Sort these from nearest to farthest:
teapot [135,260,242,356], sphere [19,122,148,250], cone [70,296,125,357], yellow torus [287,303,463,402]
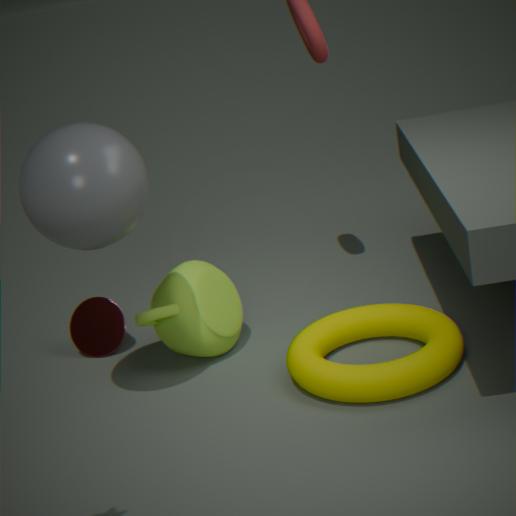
sphere [19,122,148,250], yellow torus [287,303,463,402], teapot [135,260,242,356], cone [70,296,125,357]
